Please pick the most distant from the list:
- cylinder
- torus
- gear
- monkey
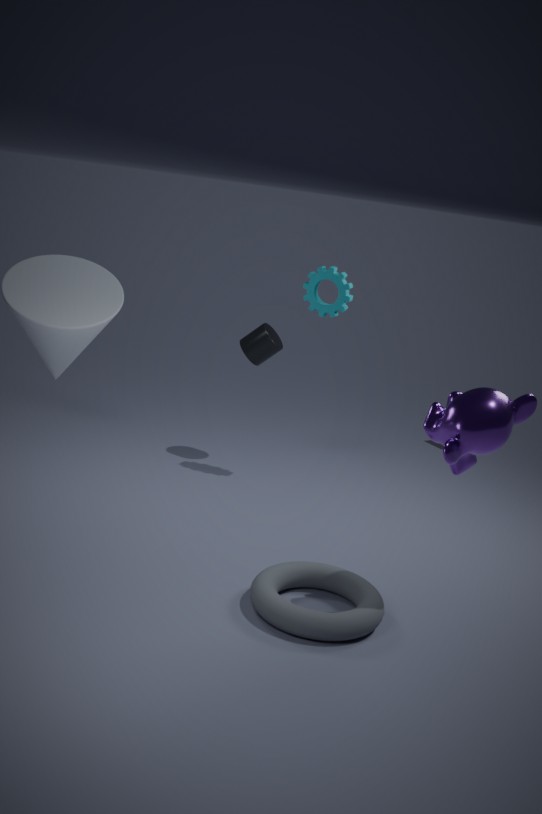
cylinder
